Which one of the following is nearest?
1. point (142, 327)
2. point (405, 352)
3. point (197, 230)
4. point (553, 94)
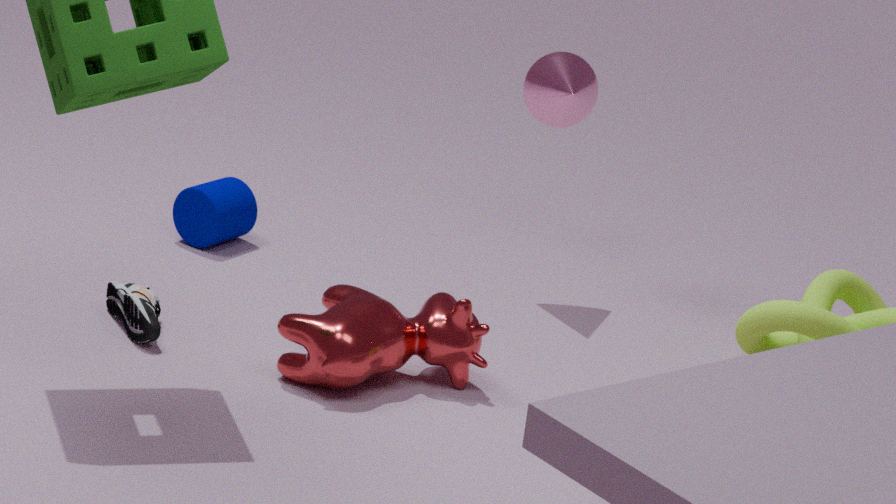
point (405, 352)
